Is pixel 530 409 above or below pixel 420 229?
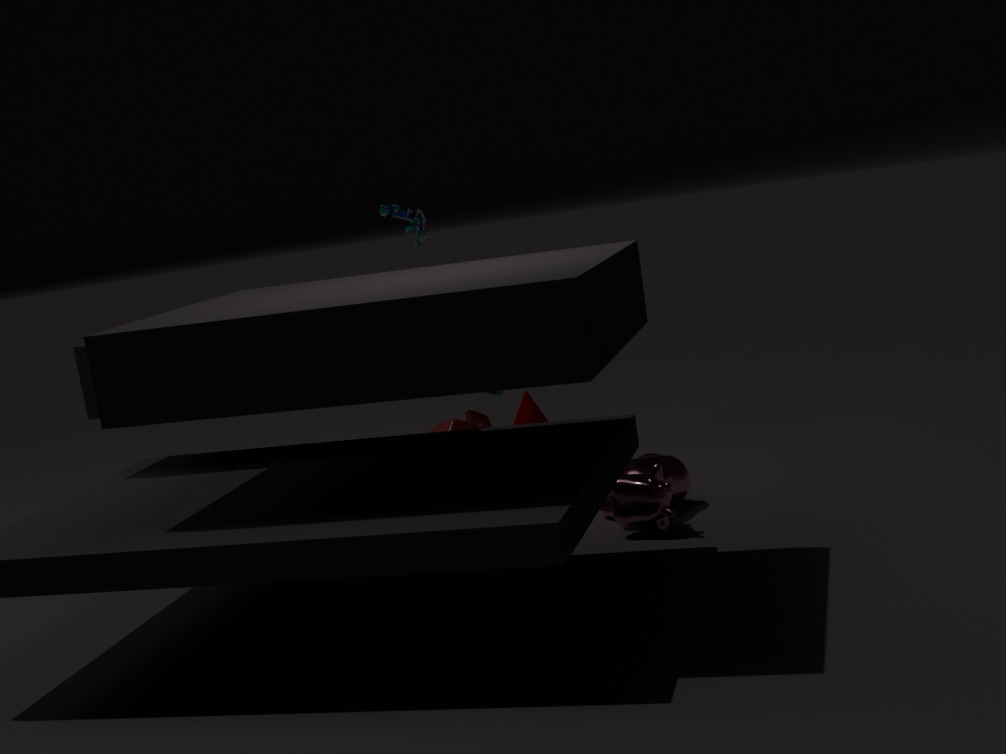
below
